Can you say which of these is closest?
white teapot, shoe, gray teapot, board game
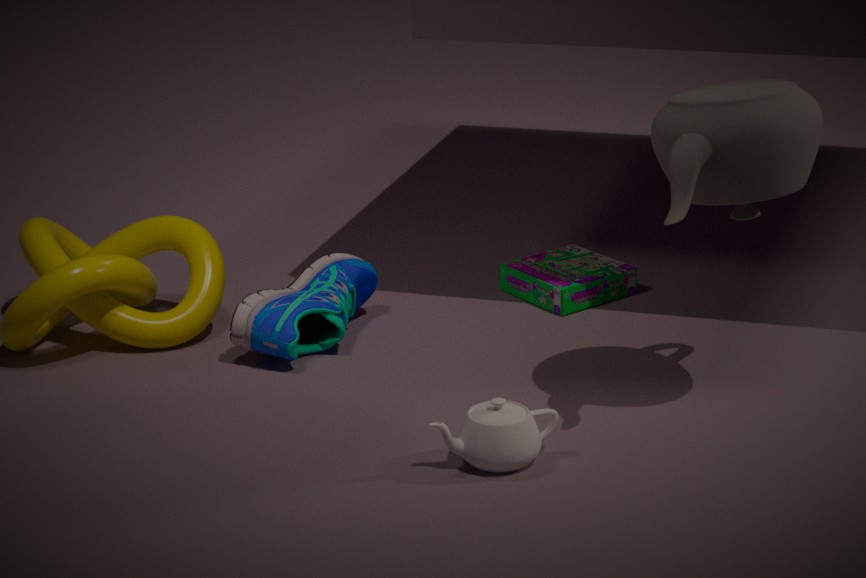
gray teapot
